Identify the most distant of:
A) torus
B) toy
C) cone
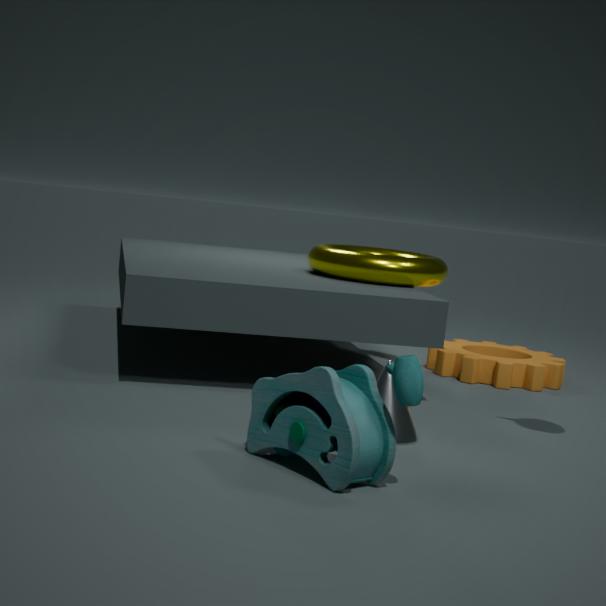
torus
